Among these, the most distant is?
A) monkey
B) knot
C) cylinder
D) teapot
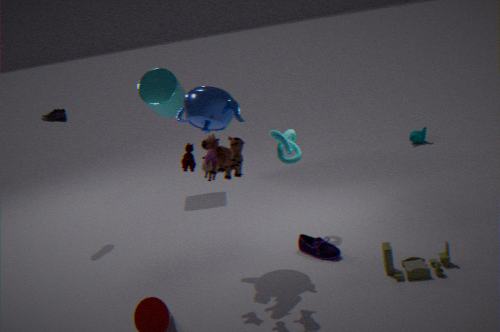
monkey
